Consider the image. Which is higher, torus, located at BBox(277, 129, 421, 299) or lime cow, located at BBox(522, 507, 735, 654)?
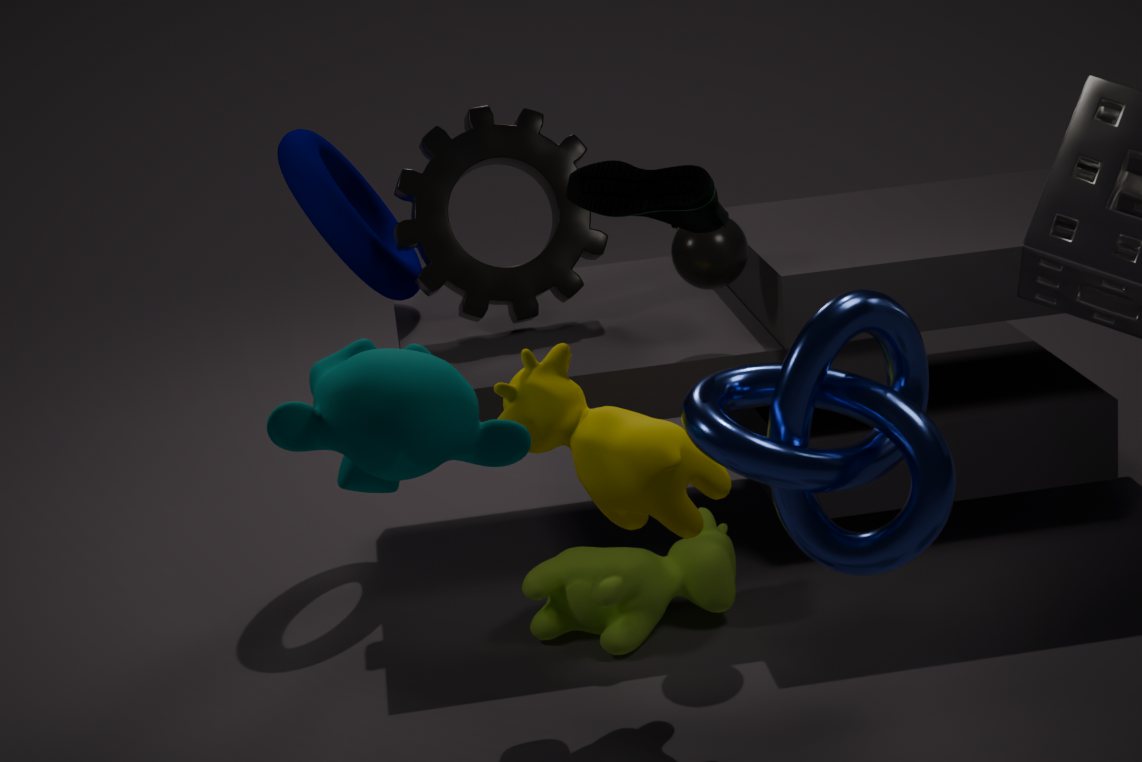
torus, located at BBox(277, 129, 421, 299)
